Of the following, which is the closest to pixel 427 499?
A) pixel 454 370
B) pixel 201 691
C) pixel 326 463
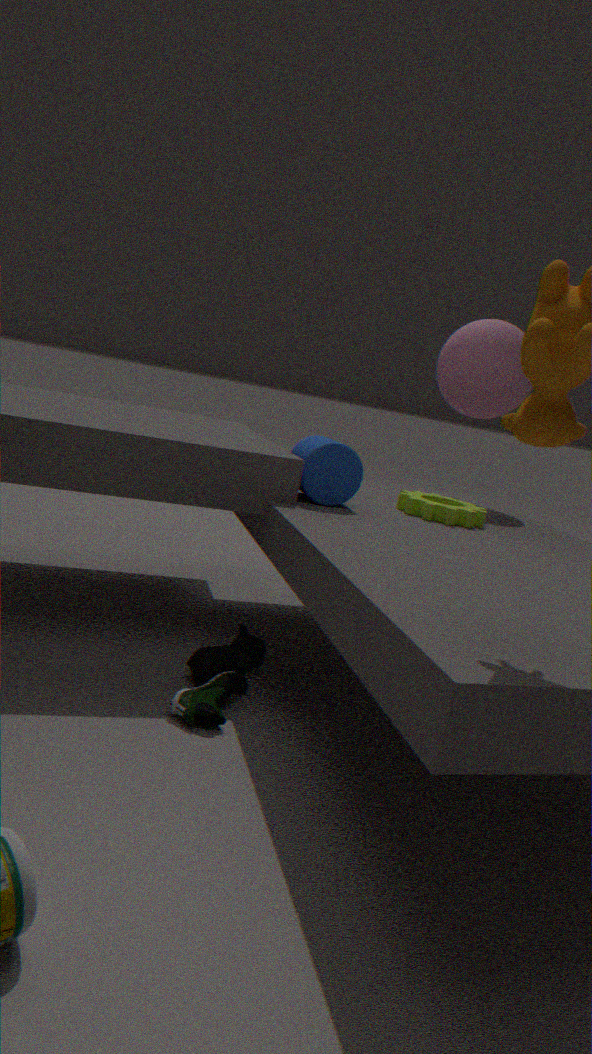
pixel 326 463
